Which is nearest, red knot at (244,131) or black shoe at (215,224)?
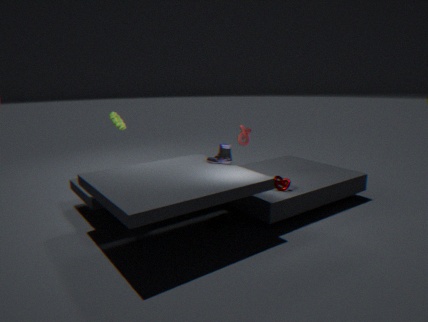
black shoe at (215,224)
